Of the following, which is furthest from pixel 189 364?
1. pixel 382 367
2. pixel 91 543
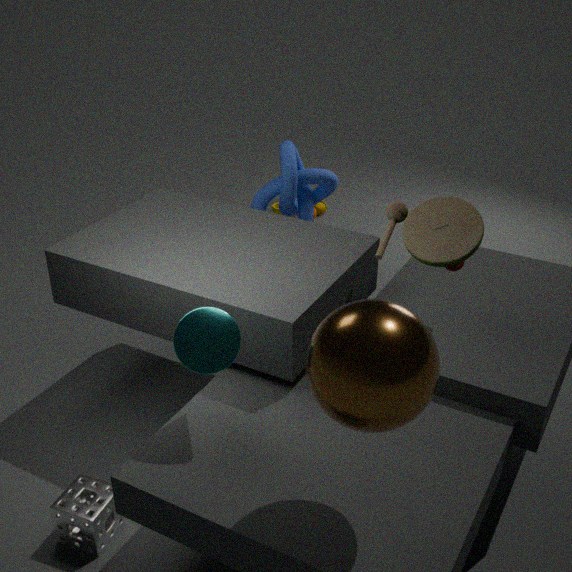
pixel 91 543
